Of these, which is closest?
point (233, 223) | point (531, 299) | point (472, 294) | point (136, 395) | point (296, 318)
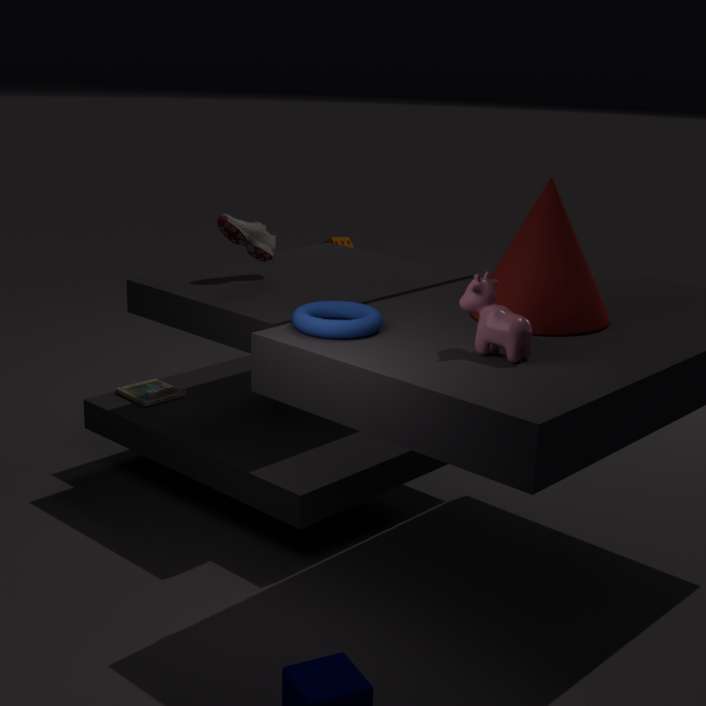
point (472, 294)
